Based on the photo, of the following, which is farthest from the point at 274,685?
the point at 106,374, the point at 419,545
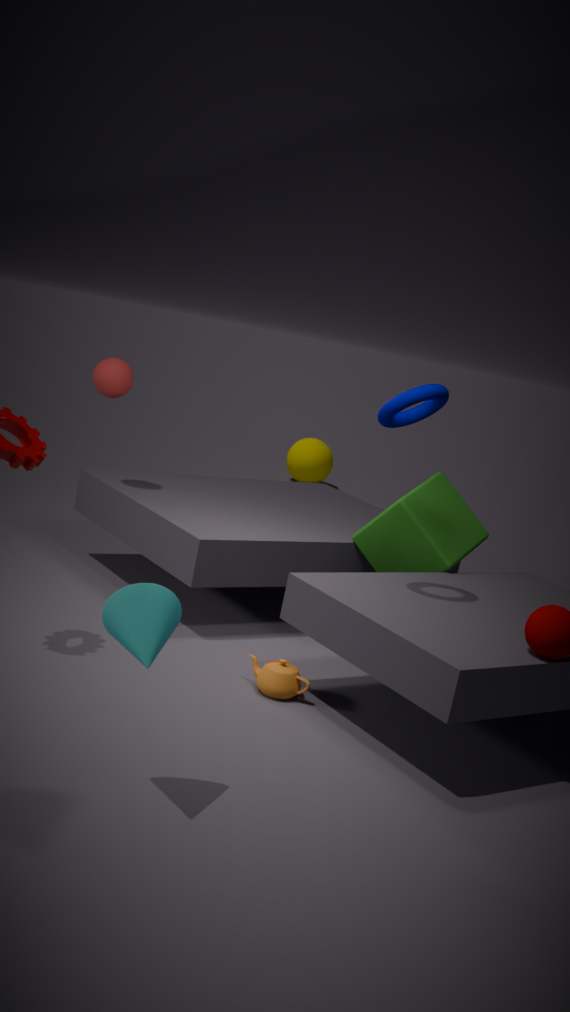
the point at 106,374
